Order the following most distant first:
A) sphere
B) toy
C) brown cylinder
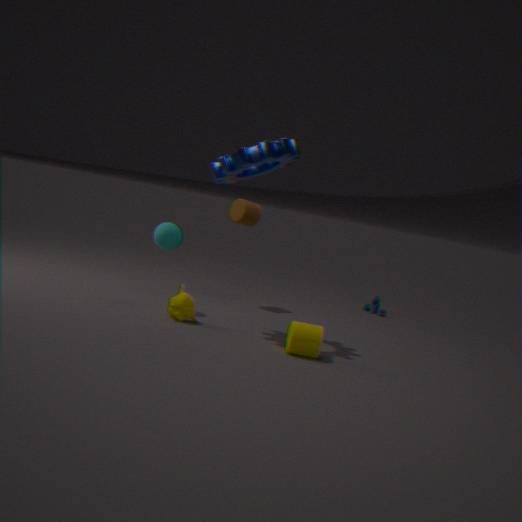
toy → brown cylinder → sphere
